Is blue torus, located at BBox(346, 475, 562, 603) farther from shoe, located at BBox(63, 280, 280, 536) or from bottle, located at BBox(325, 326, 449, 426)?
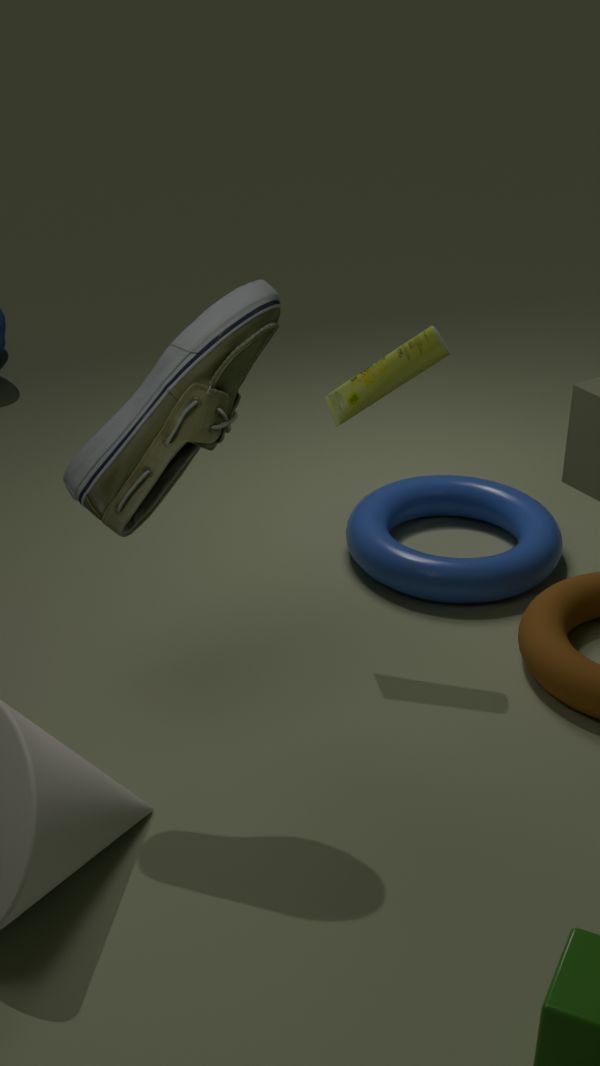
shoe, located at BBox(63, 280, 280, 536)
